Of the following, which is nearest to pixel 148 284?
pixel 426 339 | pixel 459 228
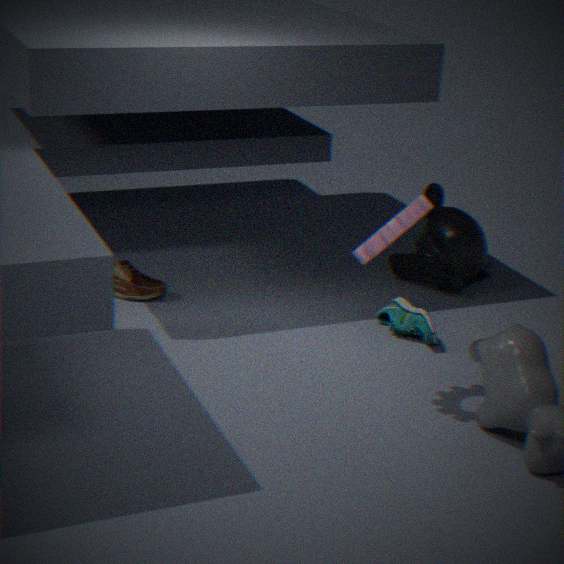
pixel 426 339
